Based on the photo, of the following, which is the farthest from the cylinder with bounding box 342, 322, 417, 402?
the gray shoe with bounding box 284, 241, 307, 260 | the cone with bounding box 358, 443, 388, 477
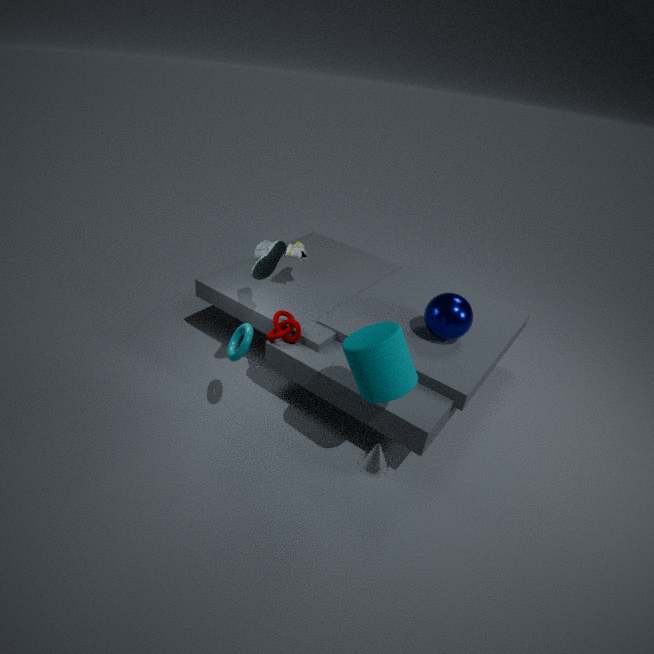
the gray shoe with bounding box 284, 241, 307, 260
